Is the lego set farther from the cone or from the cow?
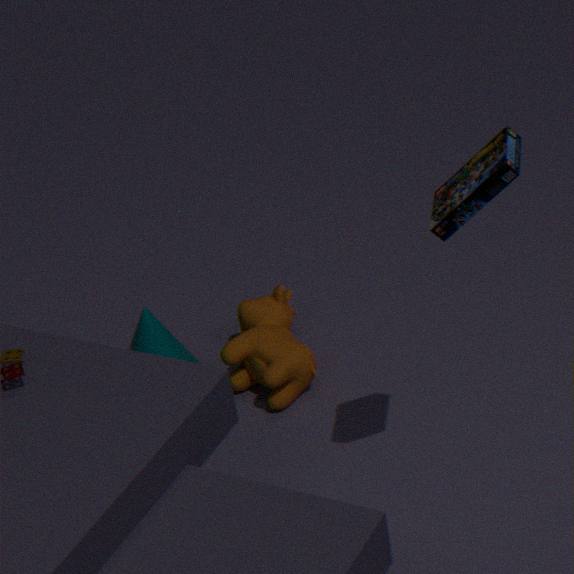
the cone
